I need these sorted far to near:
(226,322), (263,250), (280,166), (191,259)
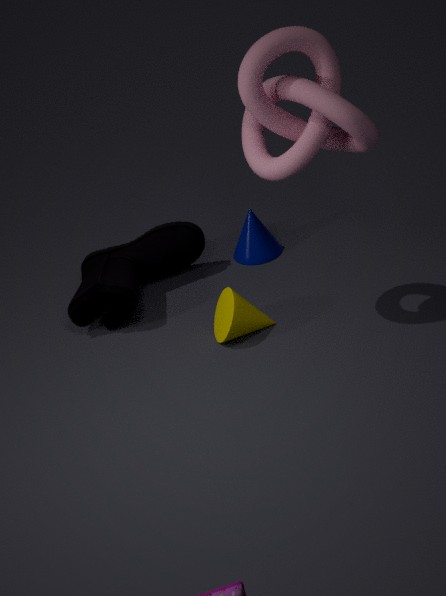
1. (263,250)
2. (191,259)
3. (226,322)
4. (280,166)
